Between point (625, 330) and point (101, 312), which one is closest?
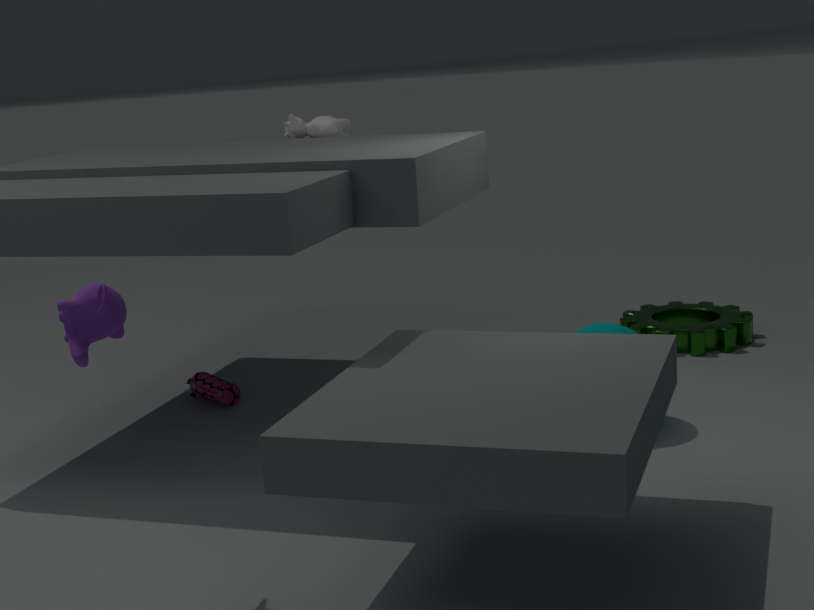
point (101, 312)
